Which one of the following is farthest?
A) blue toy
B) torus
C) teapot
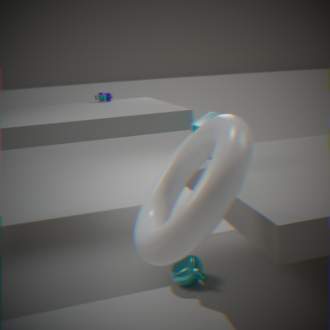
blue toy
